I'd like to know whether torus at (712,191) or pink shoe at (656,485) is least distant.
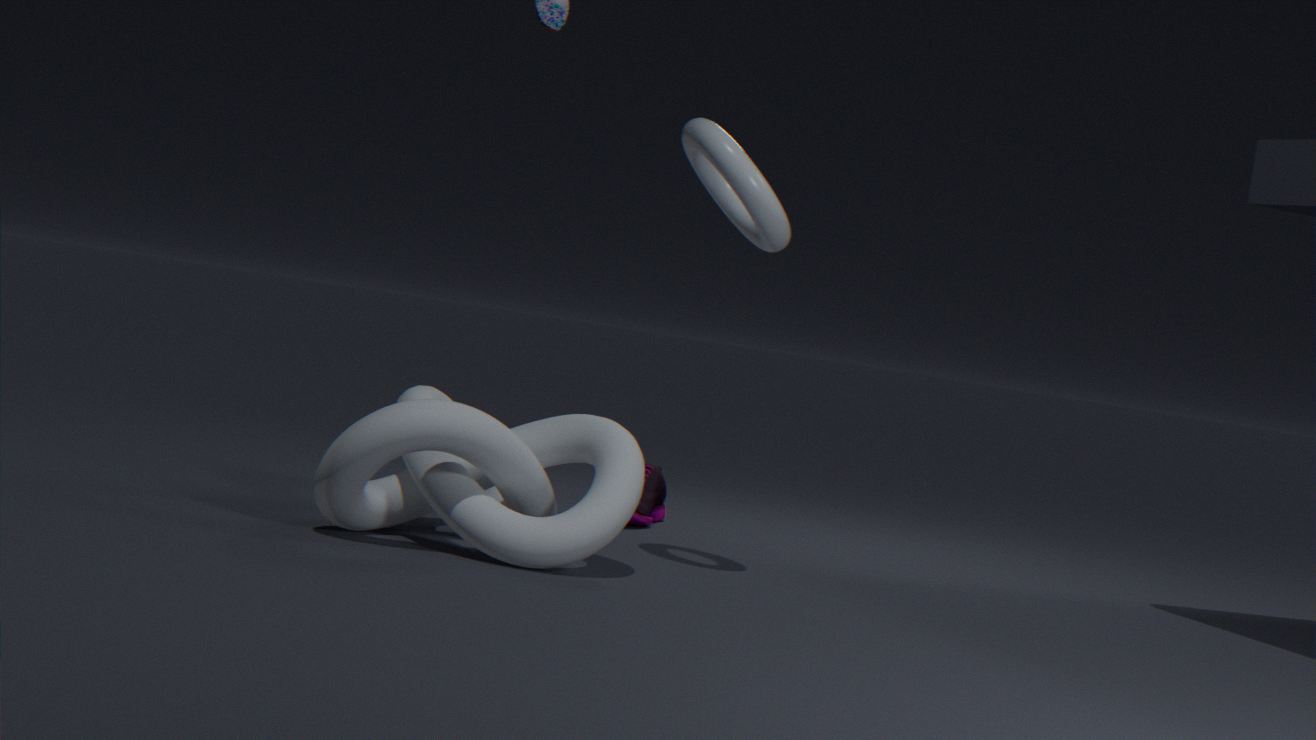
torus at (712,191)
